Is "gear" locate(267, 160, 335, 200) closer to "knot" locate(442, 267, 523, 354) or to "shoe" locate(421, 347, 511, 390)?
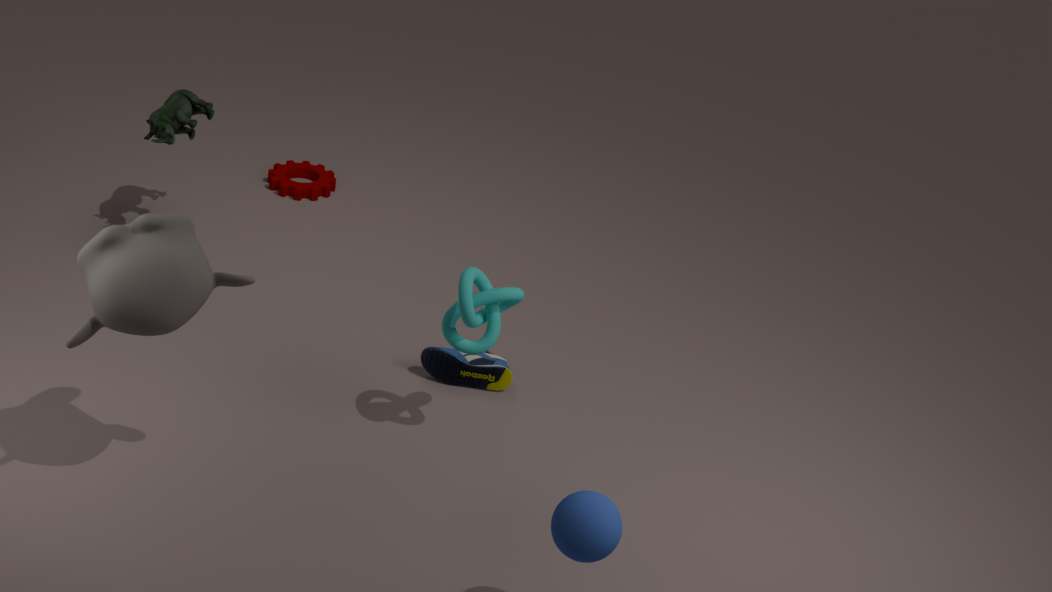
"shoe" locate(421, 347, 511, 390)
